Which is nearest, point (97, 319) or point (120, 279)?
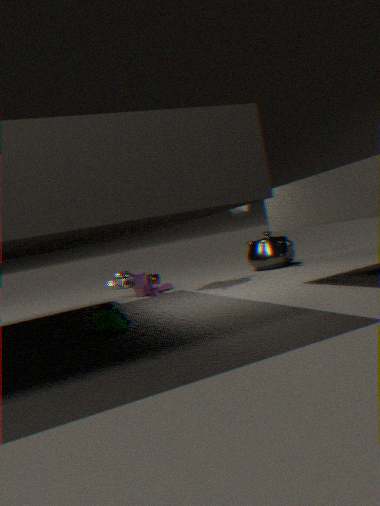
point (97, 319)
